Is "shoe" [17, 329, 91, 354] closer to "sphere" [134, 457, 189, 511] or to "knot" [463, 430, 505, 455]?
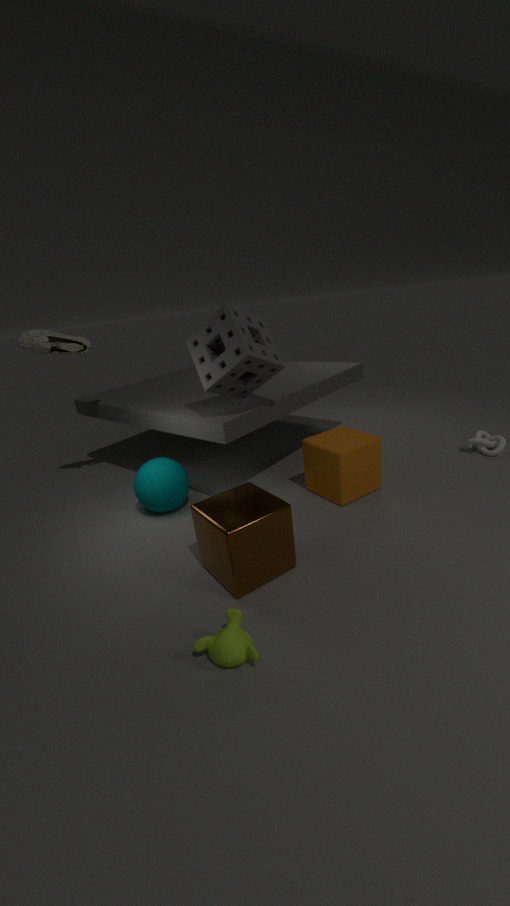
"sphere" [134, 457, 189, 511]
